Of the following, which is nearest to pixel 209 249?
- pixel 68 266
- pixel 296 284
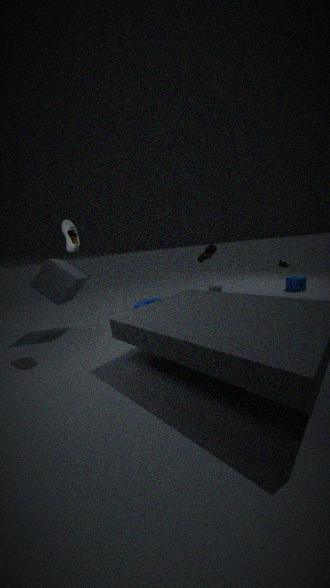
pixel 68 266
